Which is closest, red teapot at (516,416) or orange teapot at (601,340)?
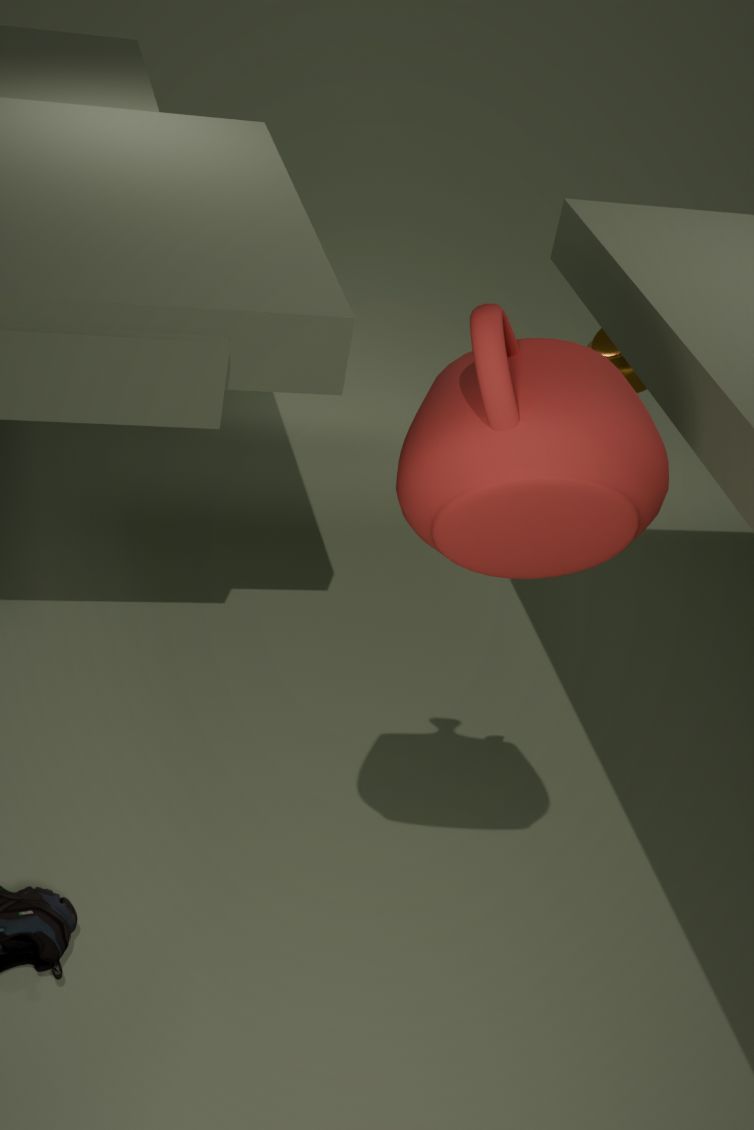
red teapot at (516,416)
